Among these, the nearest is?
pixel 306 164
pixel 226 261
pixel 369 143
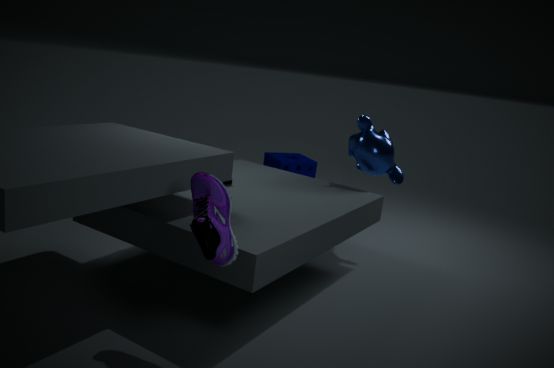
pixel 226 261
